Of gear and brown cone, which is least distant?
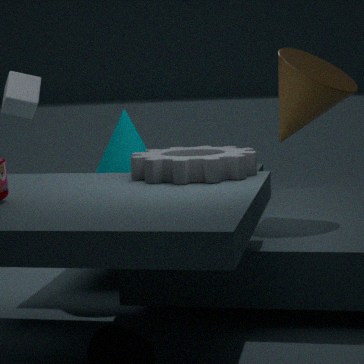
gear
